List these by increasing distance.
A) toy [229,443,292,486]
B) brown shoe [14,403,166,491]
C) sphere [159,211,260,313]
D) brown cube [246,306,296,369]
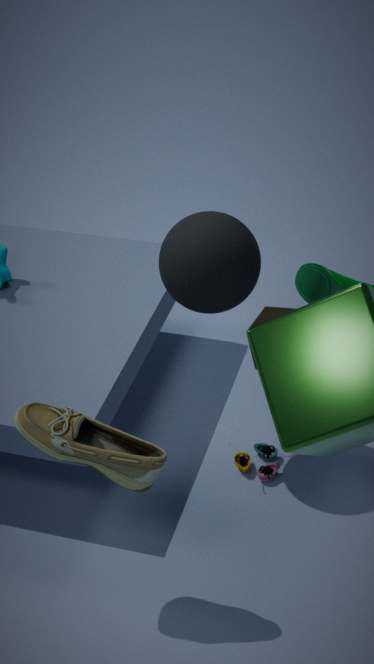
brown shoe [14,403,166,491], sphere [159,211,260,313], brown cube [246,306,296,369], toy [229,443,292,486]
